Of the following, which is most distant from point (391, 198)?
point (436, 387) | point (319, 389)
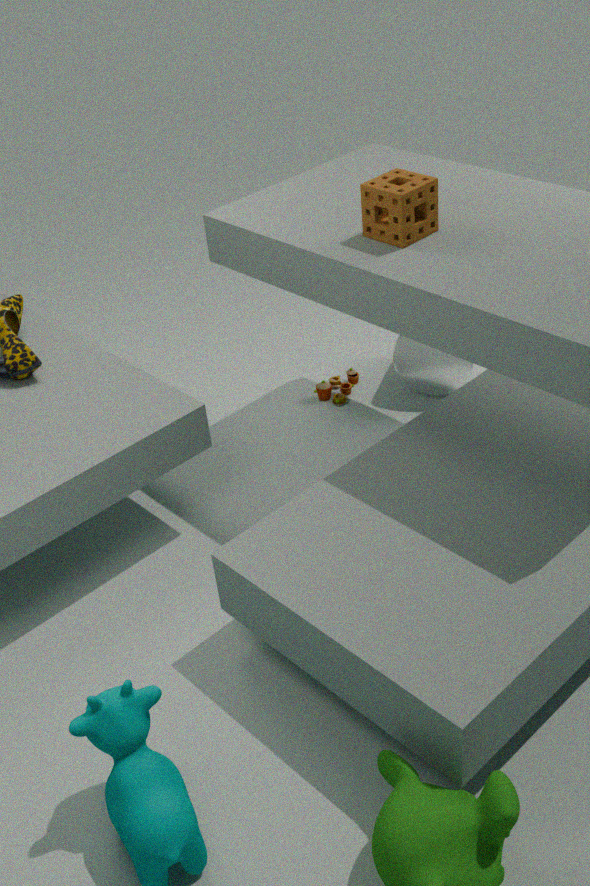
point (319, 389)
